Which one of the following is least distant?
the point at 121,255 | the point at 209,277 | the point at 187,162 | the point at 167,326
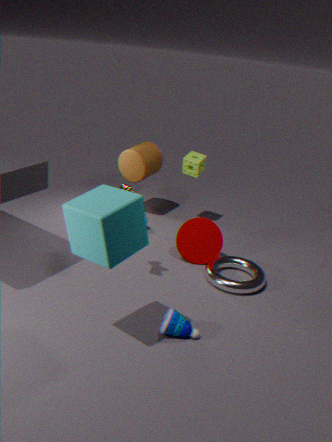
the point at 121,255
